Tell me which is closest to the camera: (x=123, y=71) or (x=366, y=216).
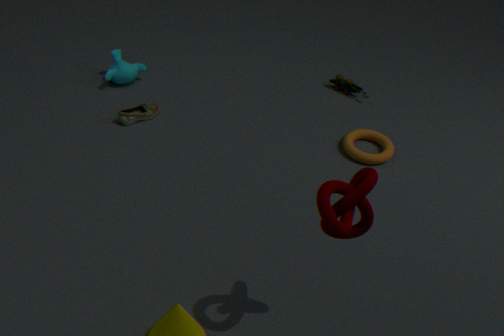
(x=366, y=216)
